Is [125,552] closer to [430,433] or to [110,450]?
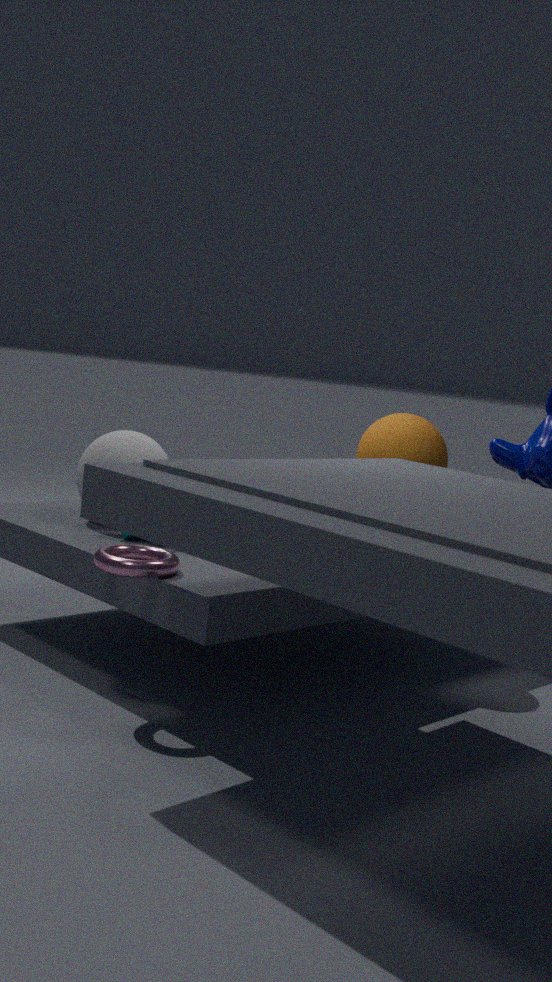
[110,450]
